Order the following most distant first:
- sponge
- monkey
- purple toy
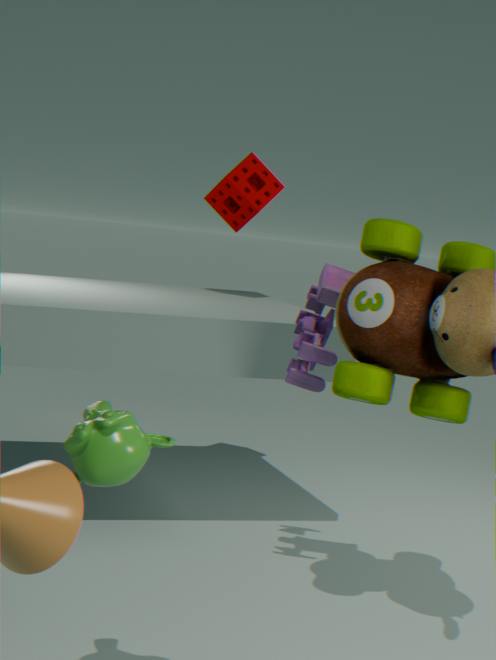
sponge, purple toy, monkey
